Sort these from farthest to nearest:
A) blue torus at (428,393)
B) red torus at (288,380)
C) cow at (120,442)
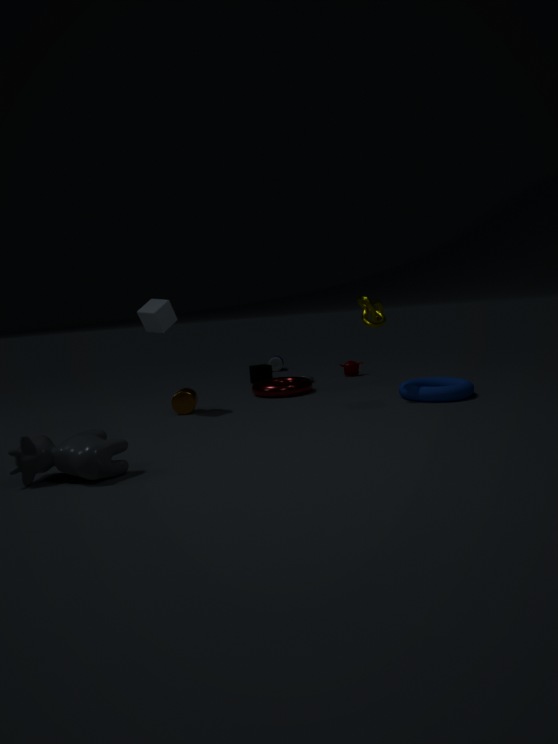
red torus at (288,380)
blue torus at (428,393)
cow at (120,442)
